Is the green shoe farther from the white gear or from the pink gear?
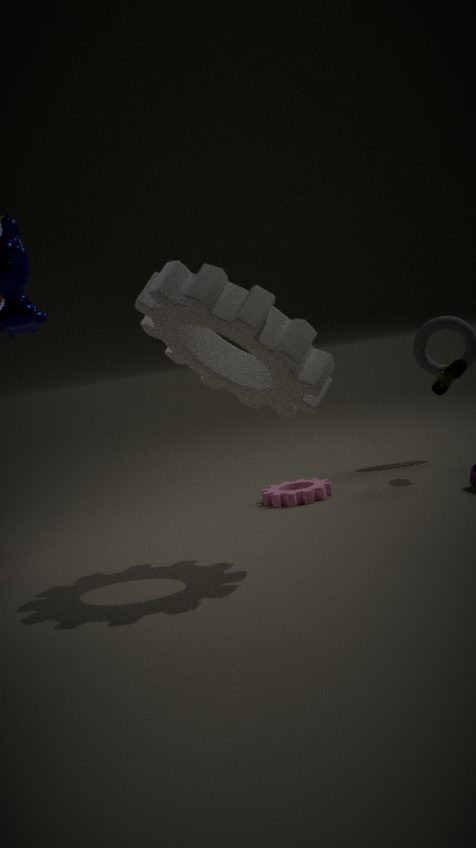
the white gear
